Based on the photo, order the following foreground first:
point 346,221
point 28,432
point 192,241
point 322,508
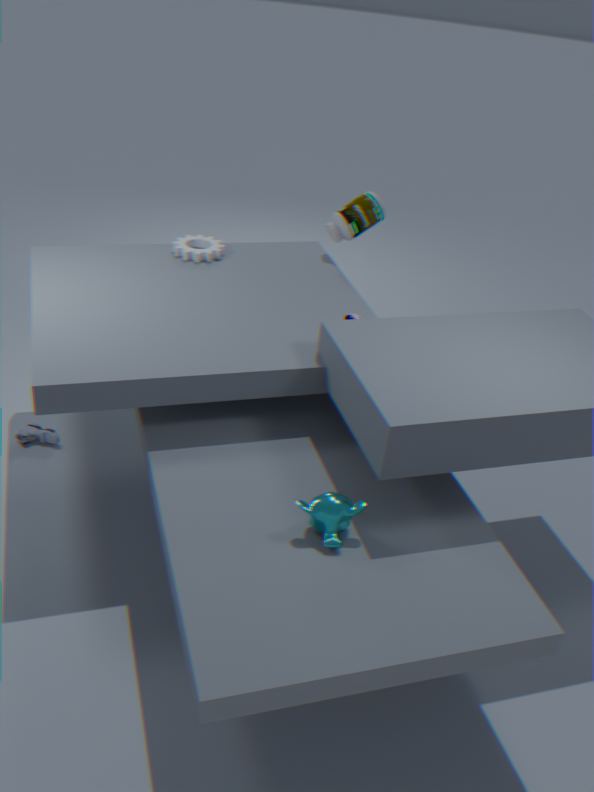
point 322,508, point 28,432, point 346,221, point 192,241
